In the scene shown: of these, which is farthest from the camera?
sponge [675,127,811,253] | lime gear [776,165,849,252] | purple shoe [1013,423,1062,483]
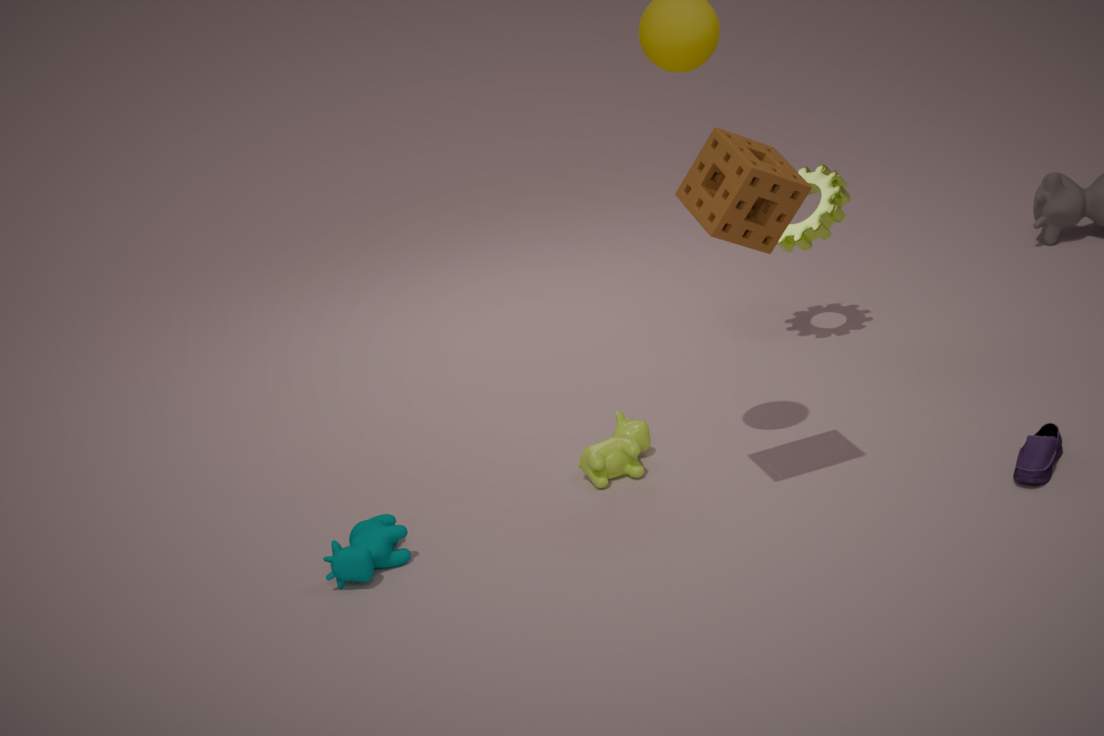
lime gear [776,165,849,252]
